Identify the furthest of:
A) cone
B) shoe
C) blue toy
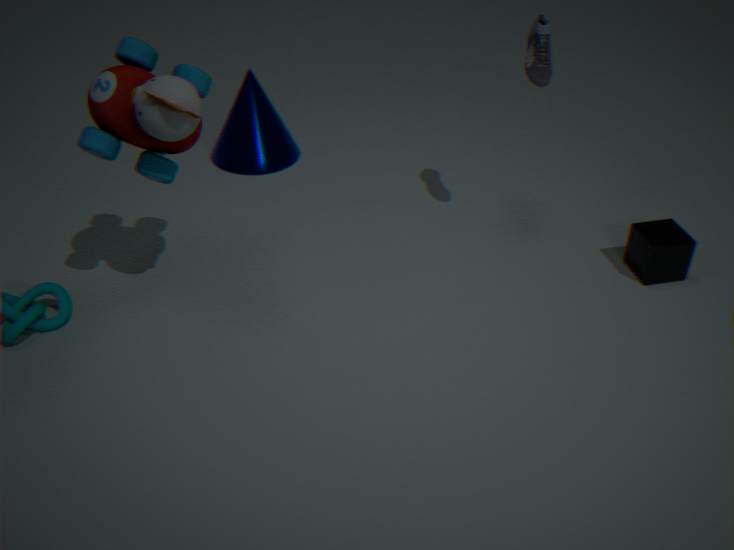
A. cone
